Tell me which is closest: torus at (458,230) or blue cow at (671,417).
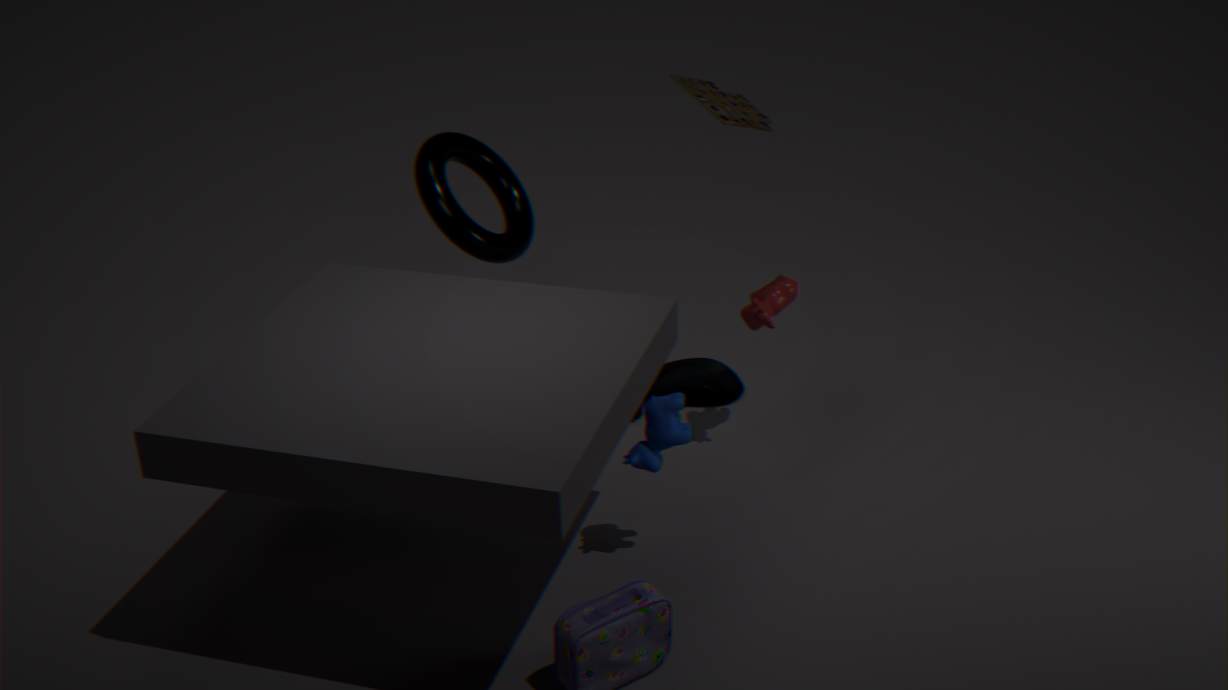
blue cow at (671,417)
